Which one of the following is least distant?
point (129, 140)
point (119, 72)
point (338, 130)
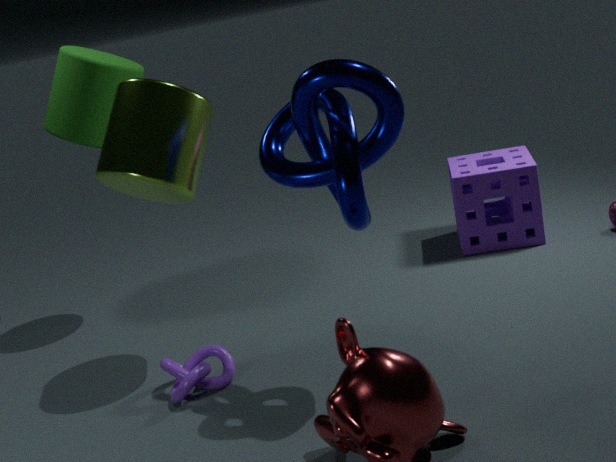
point (338, 130)
